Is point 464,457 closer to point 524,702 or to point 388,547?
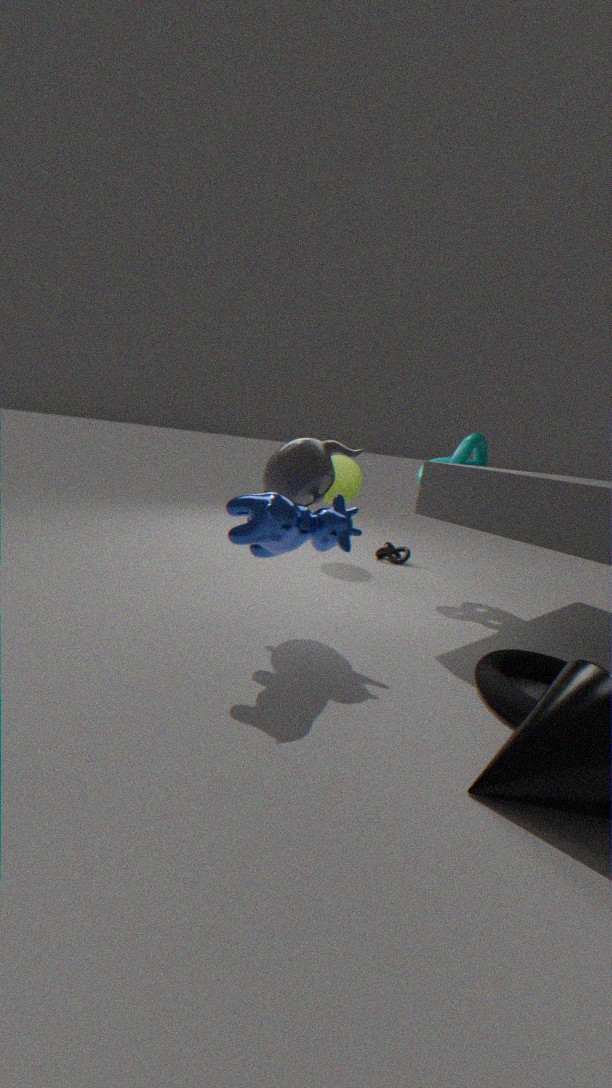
point 388,547
